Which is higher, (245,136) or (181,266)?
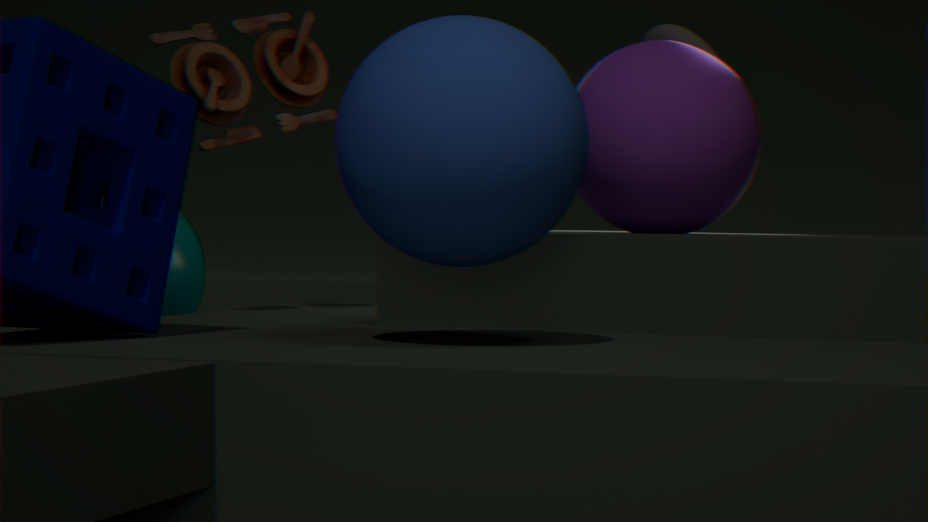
(245,136)
